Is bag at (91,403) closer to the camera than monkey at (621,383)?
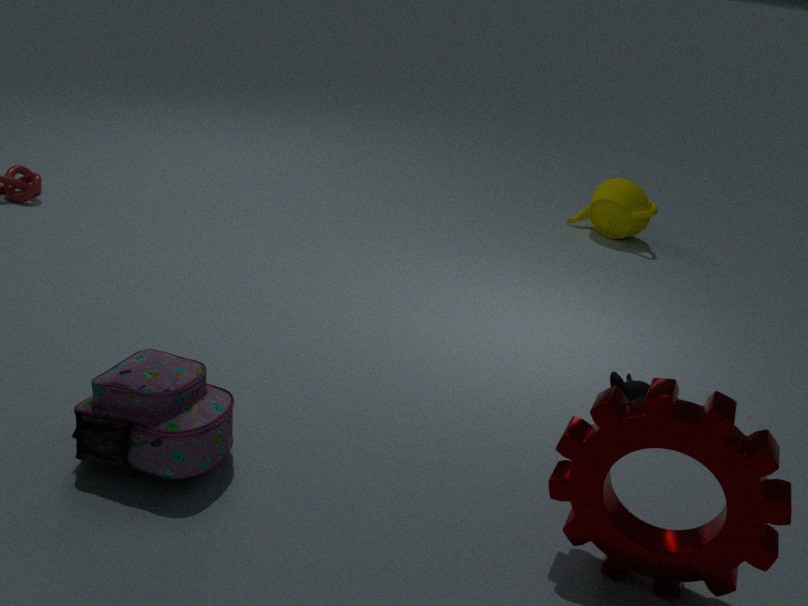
Yes
